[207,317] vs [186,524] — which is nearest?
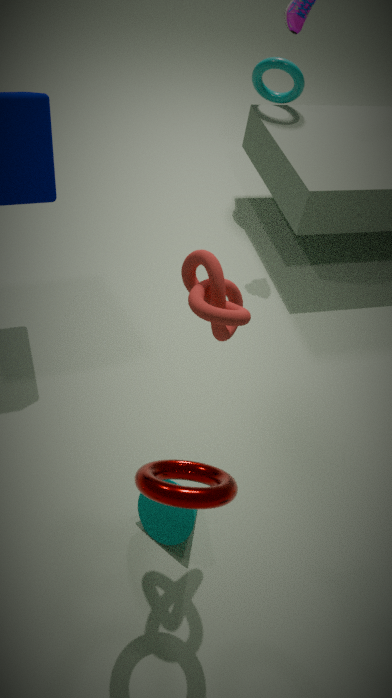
[207,317]
